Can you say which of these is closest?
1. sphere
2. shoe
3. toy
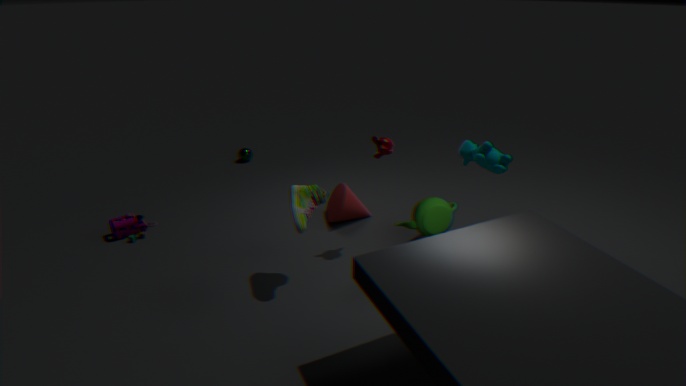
shoe
